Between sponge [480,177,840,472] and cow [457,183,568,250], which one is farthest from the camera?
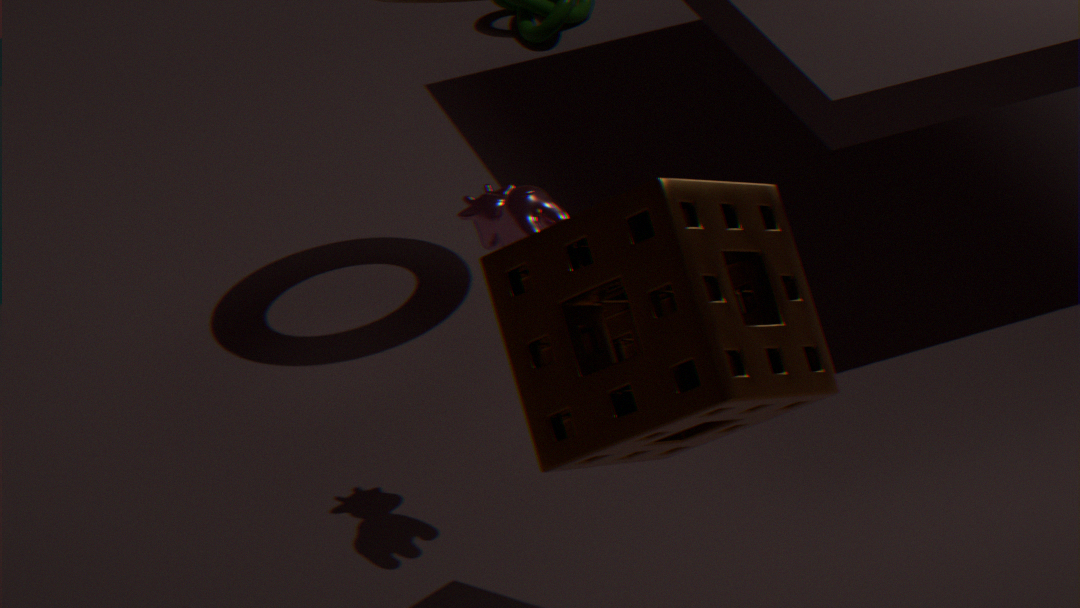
cow [457,183,568,250]
